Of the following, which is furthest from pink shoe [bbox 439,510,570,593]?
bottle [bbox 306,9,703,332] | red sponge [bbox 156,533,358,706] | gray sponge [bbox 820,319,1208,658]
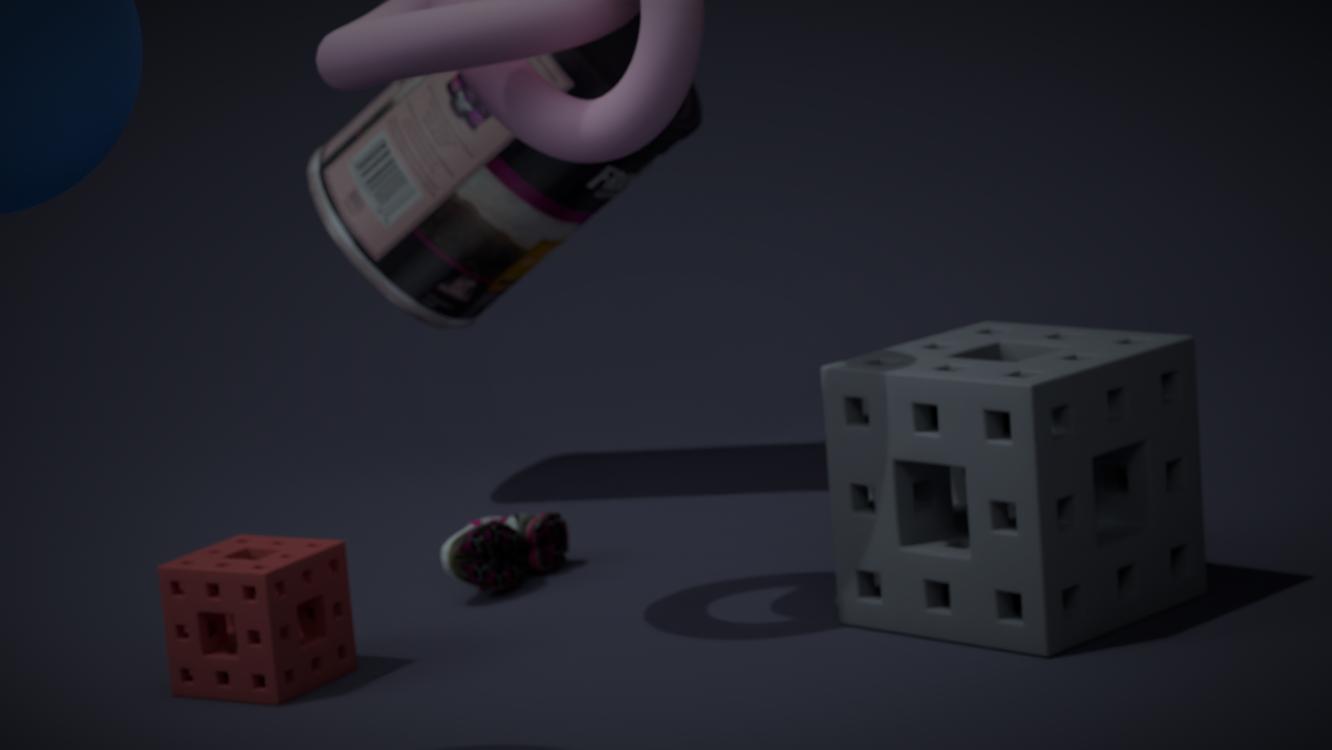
gray sponge [bbox 820,319,1208,658]
